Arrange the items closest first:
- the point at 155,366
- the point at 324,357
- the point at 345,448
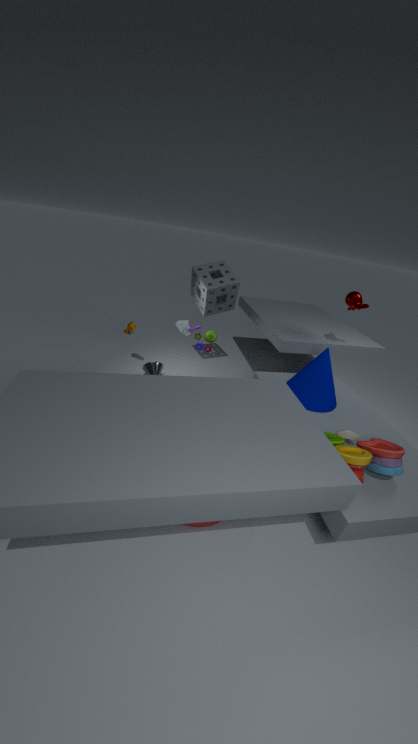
1. the point at 345,448
2. the point at 324,357
3. the point at 155,366
